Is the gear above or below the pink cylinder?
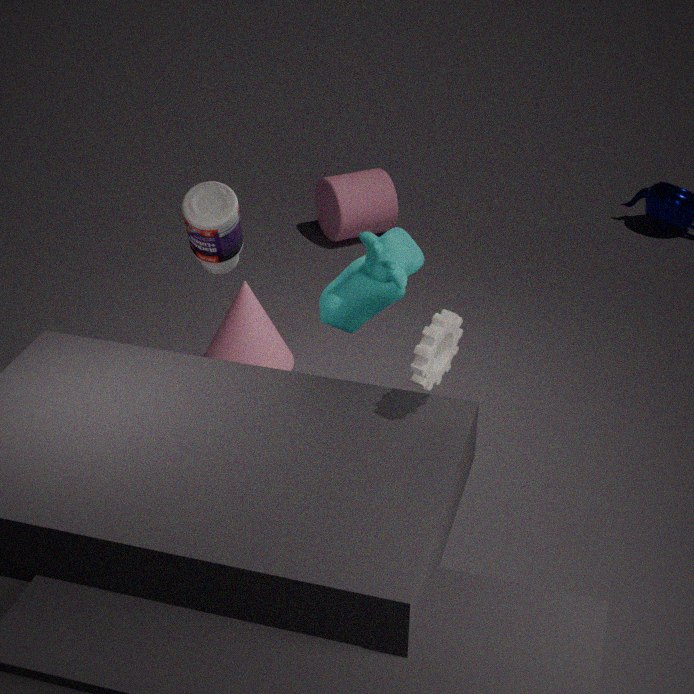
above
